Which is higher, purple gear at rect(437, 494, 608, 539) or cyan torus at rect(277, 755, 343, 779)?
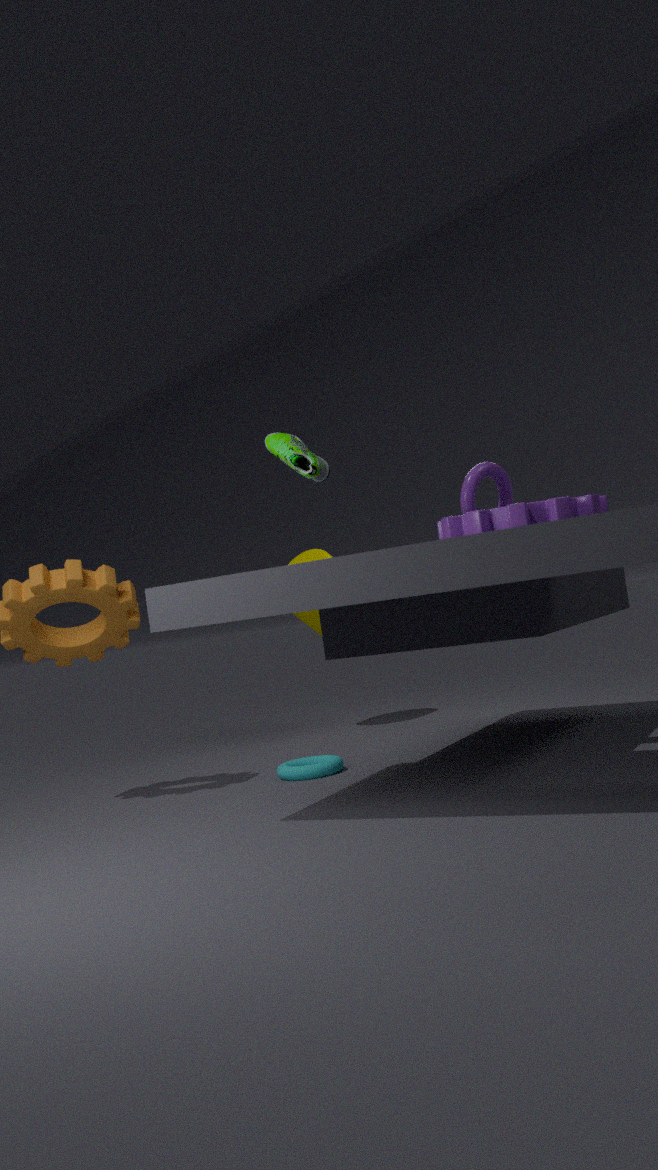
purple gear at rect(437, 494, 608, 539)
